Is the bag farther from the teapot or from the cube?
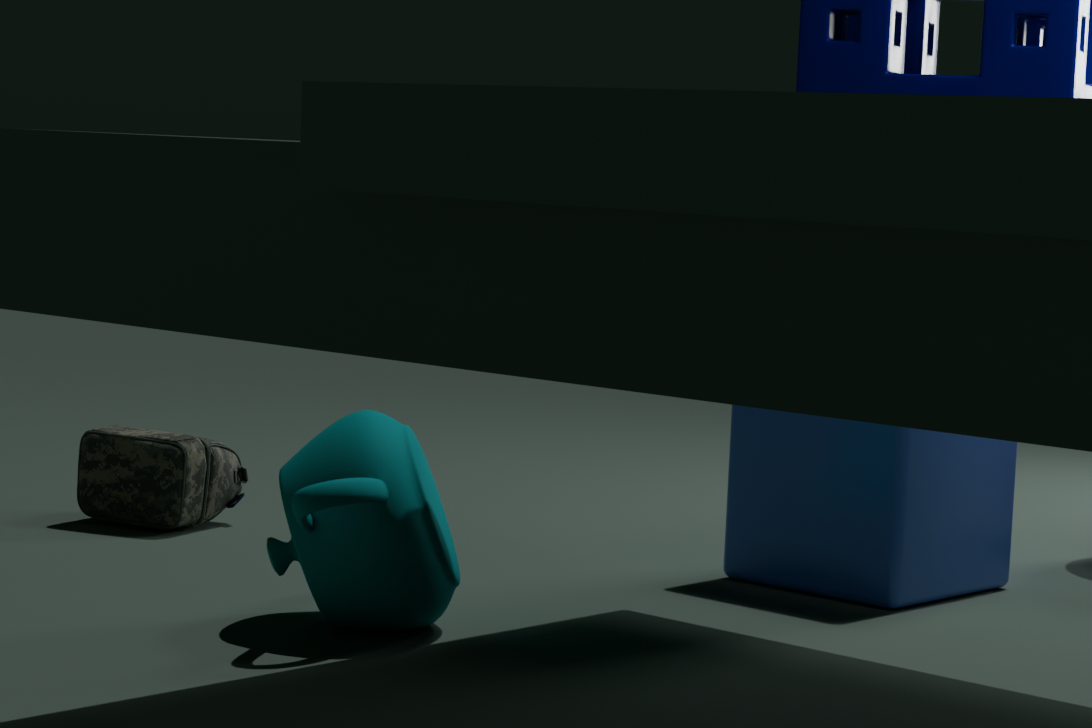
the cube
